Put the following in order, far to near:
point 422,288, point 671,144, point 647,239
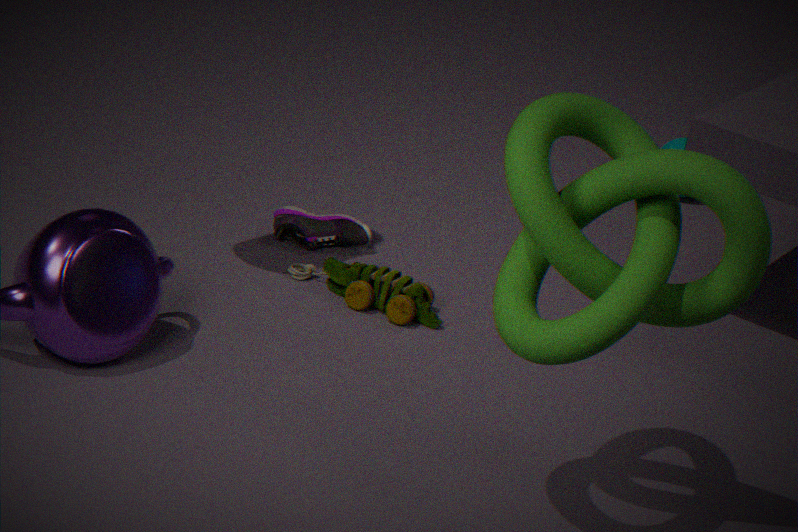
point 671,144 < point 422,288 < point 647,239
